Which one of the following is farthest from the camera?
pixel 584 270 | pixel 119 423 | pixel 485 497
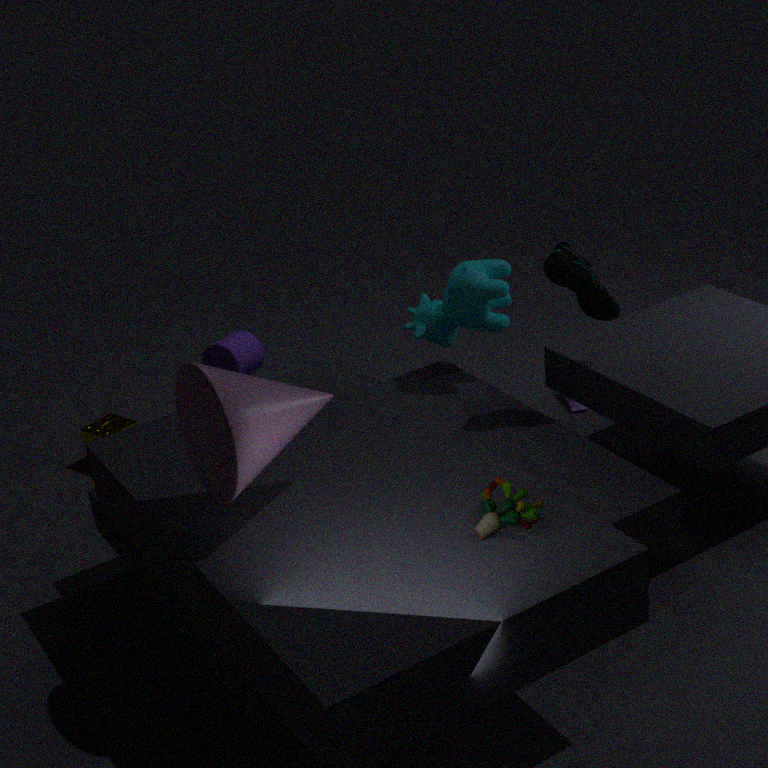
pixel 119 423
